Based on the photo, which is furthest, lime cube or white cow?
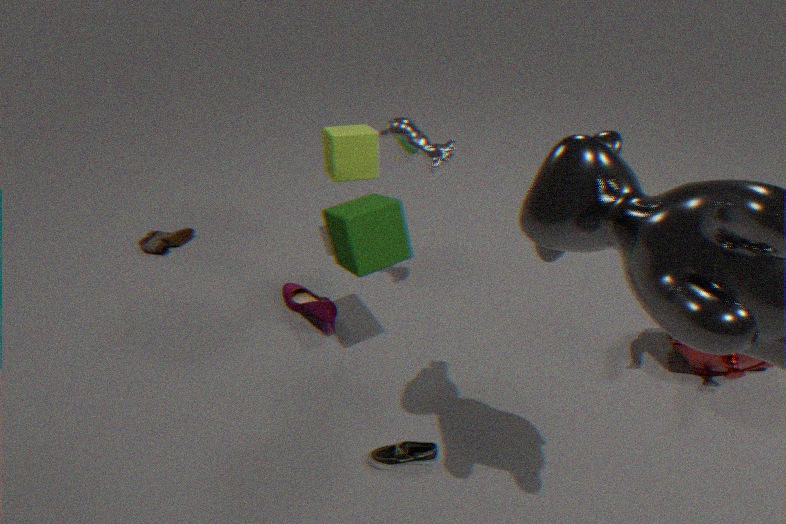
lime cube
